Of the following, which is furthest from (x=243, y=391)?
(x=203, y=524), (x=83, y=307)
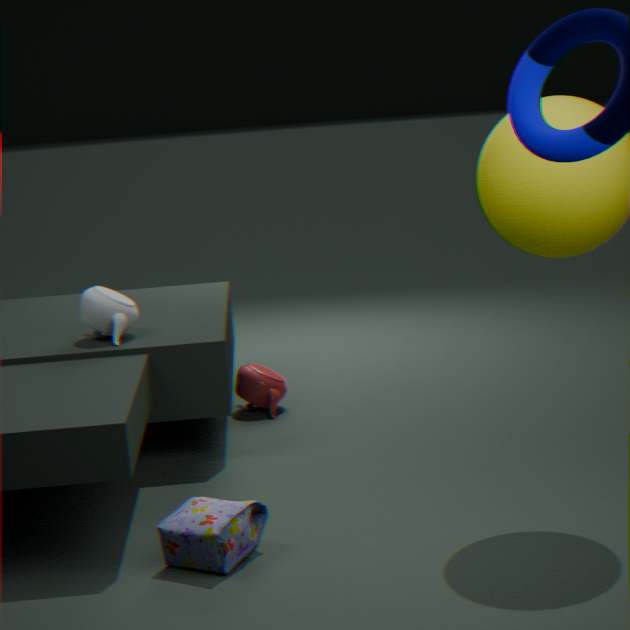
(x=203, y=524)
